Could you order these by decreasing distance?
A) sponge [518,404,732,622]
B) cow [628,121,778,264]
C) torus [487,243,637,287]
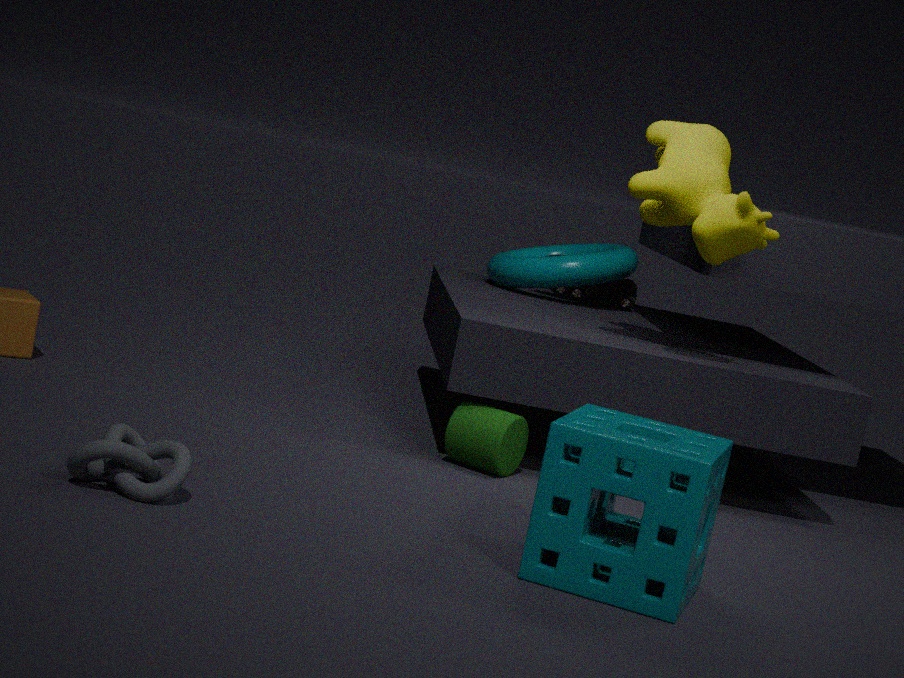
torus [487,243,637,287] → cow [628,121,778,264] → sponge [518,404,732,622]
